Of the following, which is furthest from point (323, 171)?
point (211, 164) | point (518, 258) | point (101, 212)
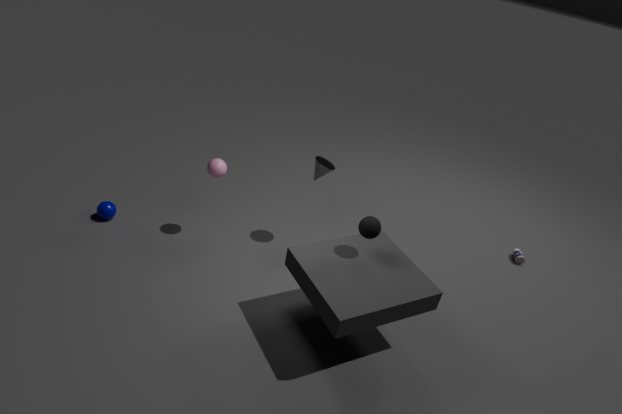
point (518, 258)
